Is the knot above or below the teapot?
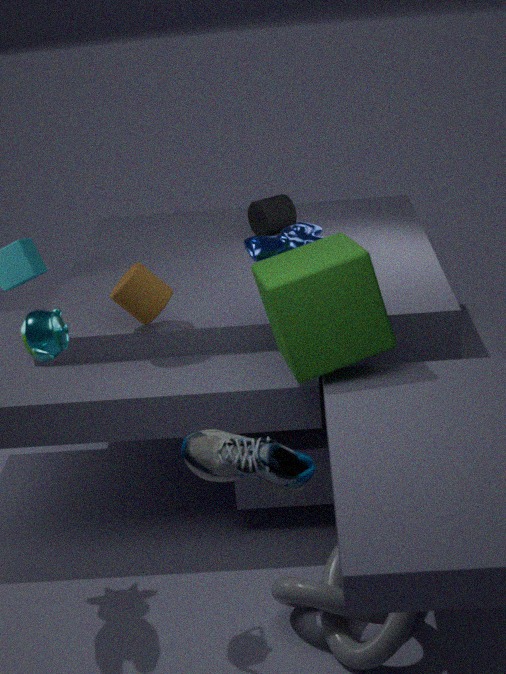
below
